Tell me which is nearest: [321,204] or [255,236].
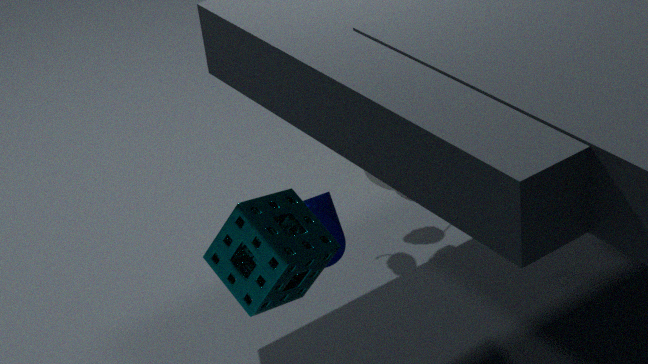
[255,236]
